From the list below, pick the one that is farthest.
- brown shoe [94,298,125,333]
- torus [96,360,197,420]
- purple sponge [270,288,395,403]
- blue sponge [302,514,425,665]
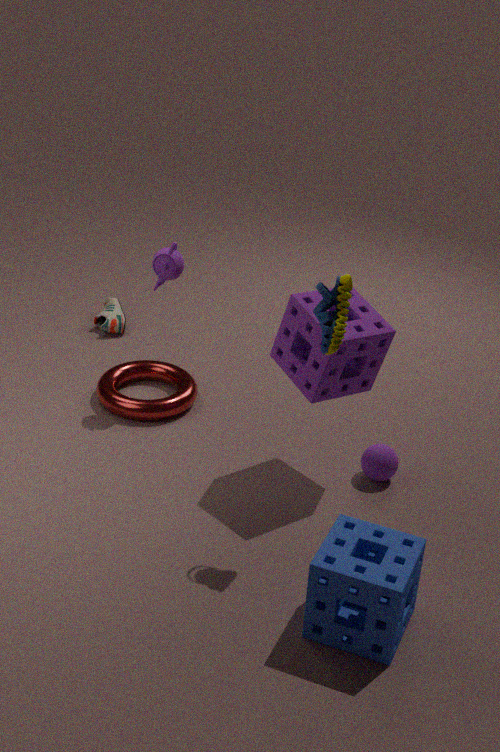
brown shoe [94,298,125,333]
